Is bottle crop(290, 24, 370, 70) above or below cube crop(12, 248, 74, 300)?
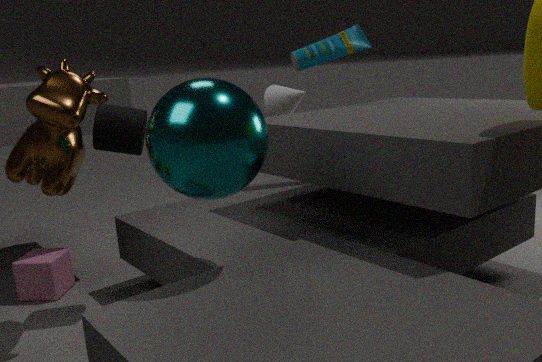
above
